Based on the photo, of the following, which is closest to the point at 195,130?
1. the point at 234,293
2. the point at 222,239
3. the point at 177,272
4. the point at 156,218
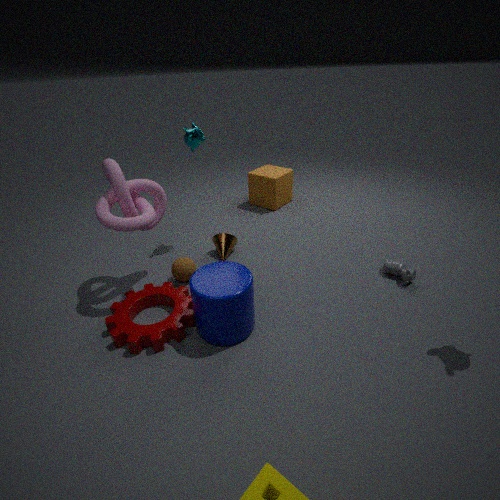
the point at 156,218
